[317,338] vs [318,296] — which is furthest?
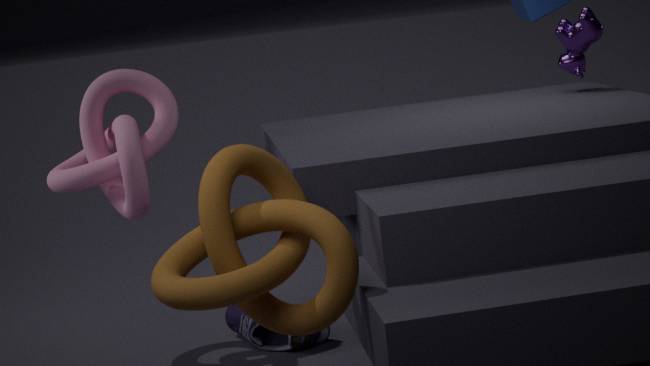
[317,338]
